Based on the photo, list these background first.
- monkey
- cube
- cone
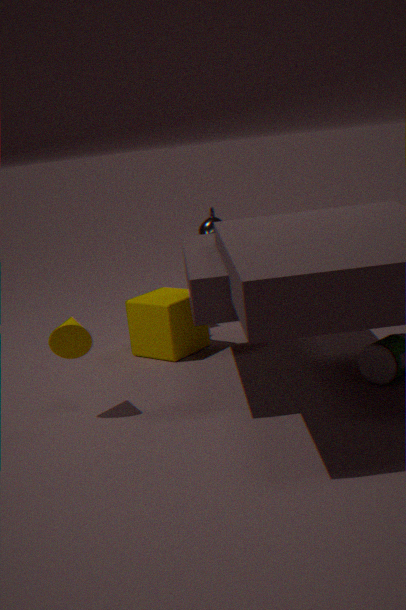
monkey, cube, cone
